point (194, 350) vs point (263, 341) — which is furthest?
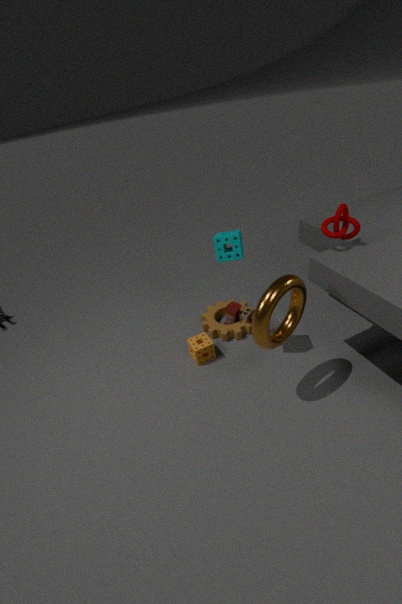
point (194, 350)
